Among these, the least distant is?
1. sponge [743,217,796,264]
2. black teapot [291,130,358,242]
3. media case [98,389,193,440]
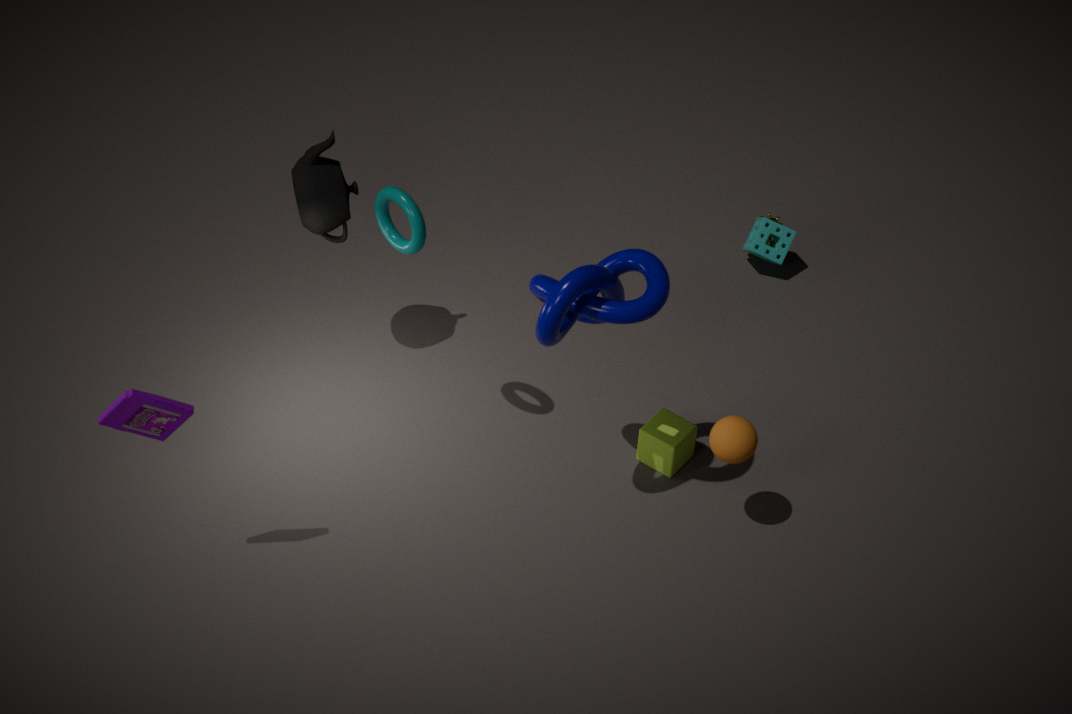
media case [98,389,193,440]
